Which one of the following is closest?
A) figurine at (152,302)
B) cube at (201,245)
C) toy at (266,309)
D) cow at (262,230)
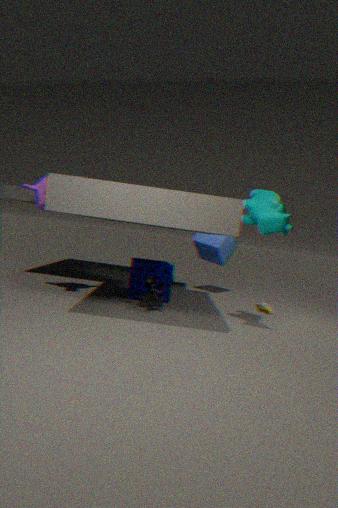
cow at (262,230)
